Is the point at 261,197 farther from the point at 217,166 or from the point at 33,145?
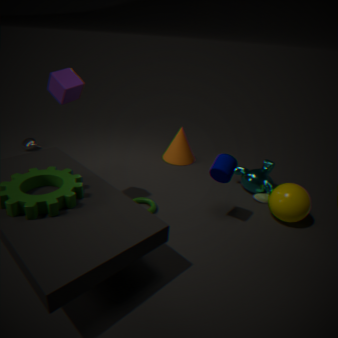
the point at 33,145
